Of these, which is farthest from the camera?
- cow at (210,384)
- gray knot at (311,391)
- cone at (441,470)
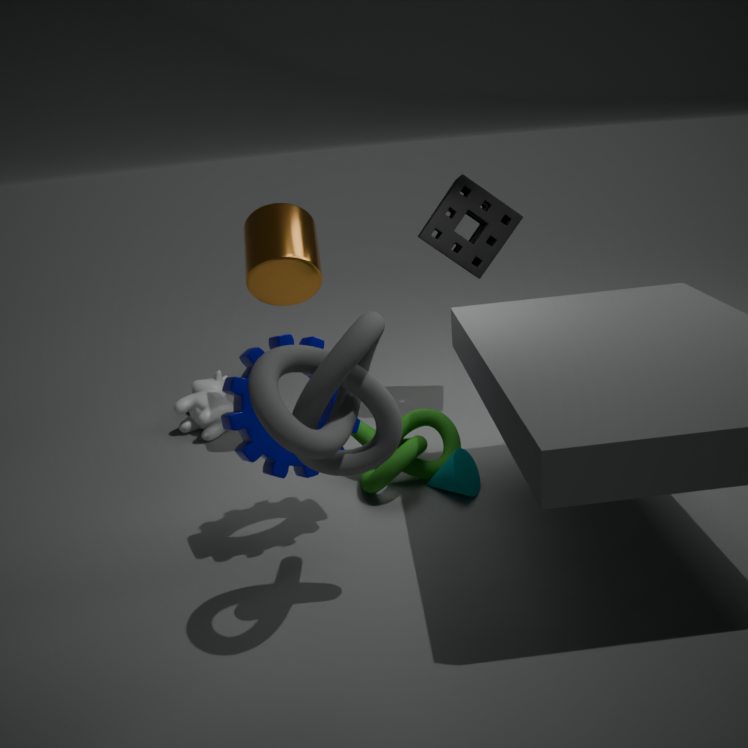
cow at (210,384)
